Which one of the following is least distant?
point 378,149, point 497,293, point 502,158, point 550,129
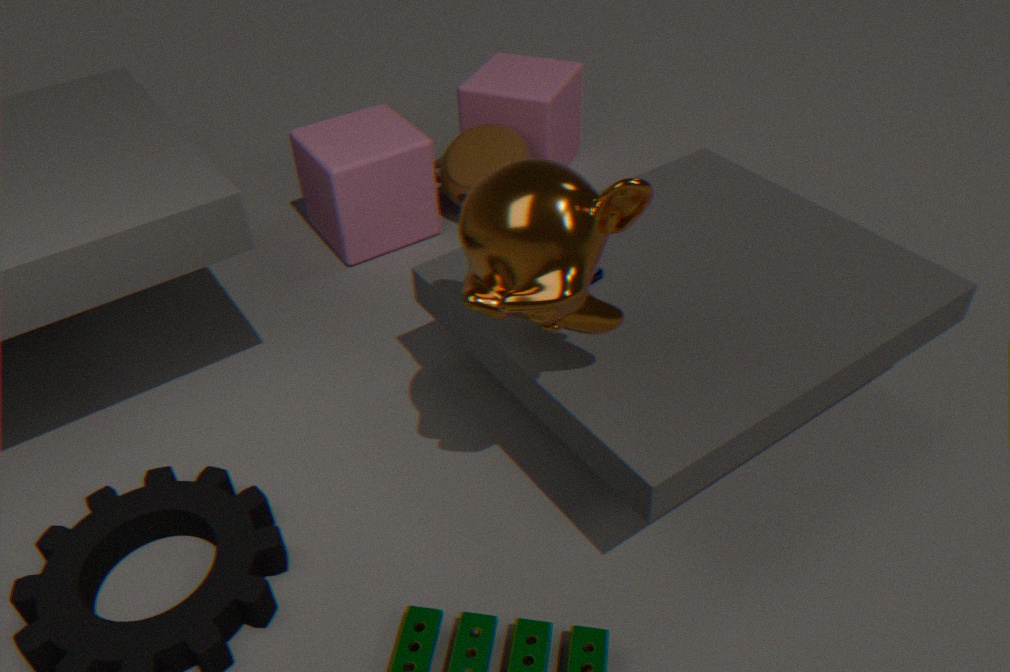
point 497,293
